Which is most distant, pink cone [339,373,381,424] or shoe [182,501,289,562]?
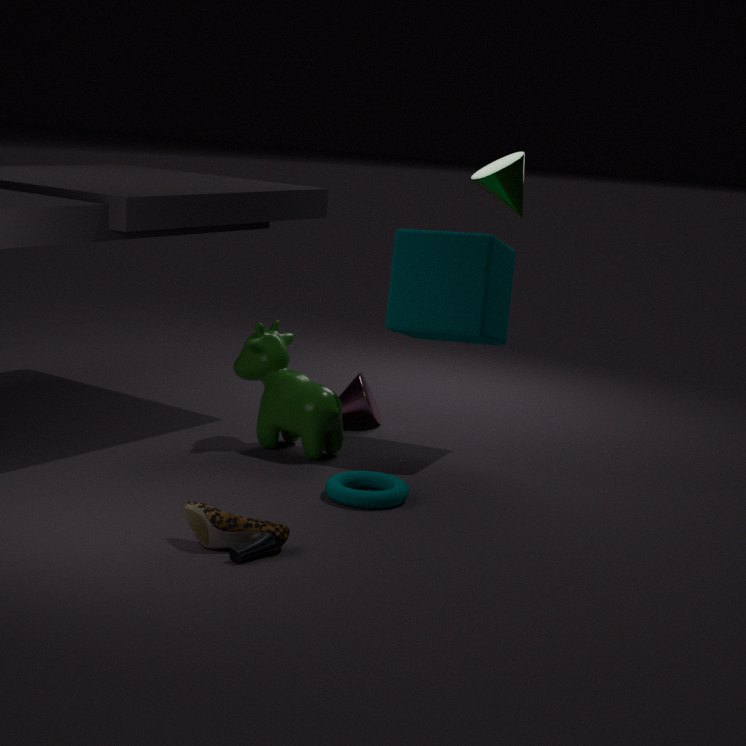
pink cone [339,373,381,424]
